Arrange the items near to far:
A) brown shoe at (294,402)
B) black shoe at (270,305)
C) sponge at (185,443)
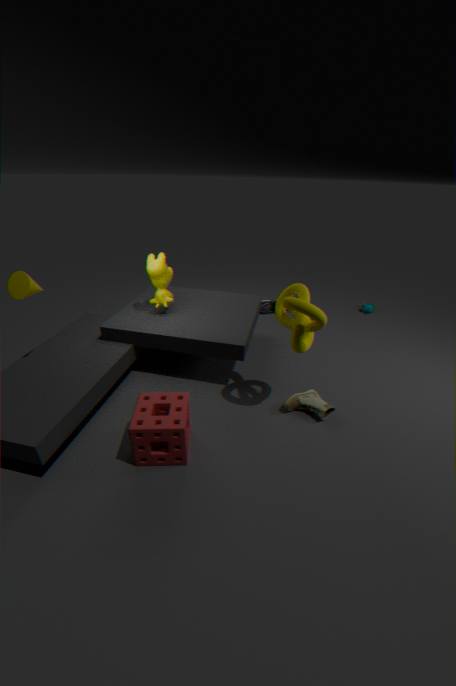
sponge at (185,443) < brown shoe at (294,402) < black shoe at (270,305)
